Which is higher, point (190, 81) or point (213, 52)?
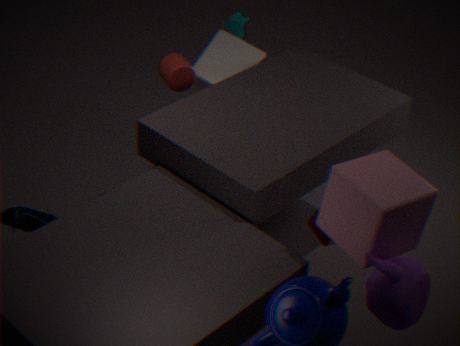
point (190, 81)
